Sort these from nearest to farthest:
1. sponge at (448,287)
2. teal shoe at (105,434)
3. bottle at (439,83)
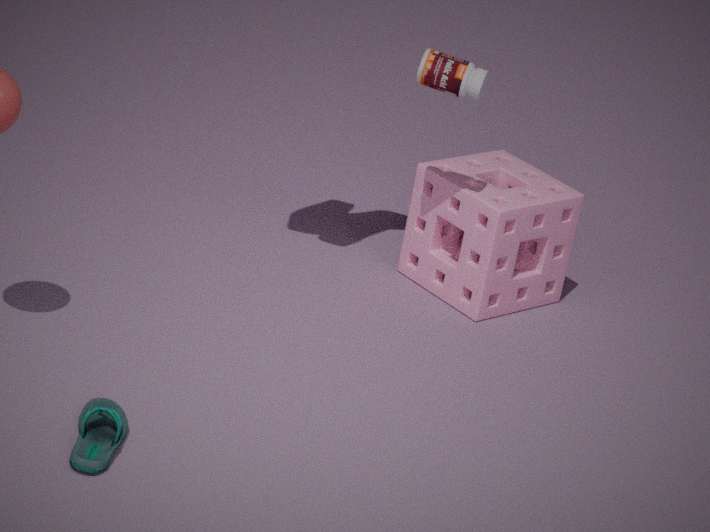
teal shoe at (105,434) < bottle at (439,83) < sponge at (448,287)
